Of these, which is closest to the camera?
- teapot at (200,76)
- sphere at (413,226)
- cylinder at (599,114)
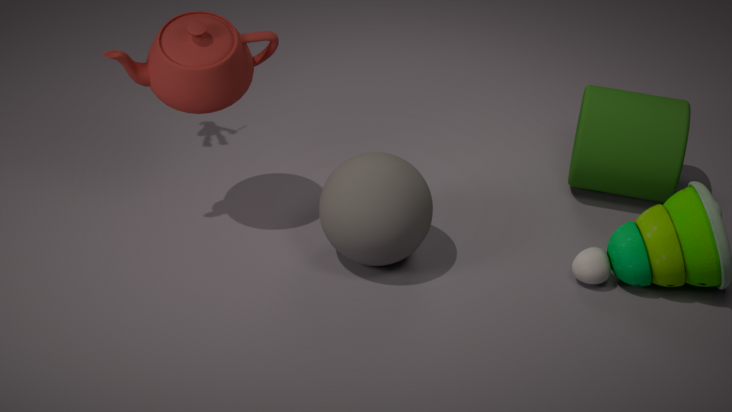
teapot at (200,76)
